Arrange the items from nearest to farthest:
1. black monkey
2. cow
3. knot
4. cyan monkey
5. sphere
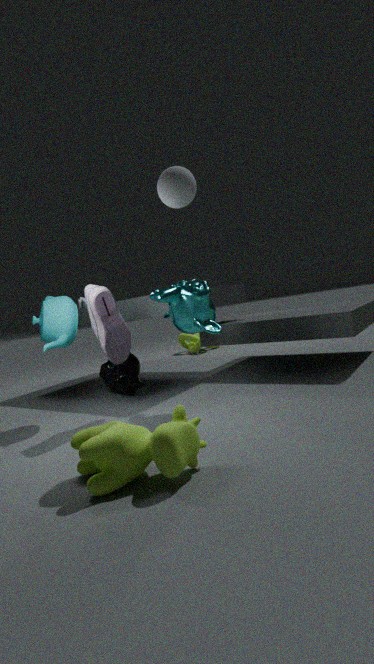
cow → sphere → cyan monkey → black monkey → knot
